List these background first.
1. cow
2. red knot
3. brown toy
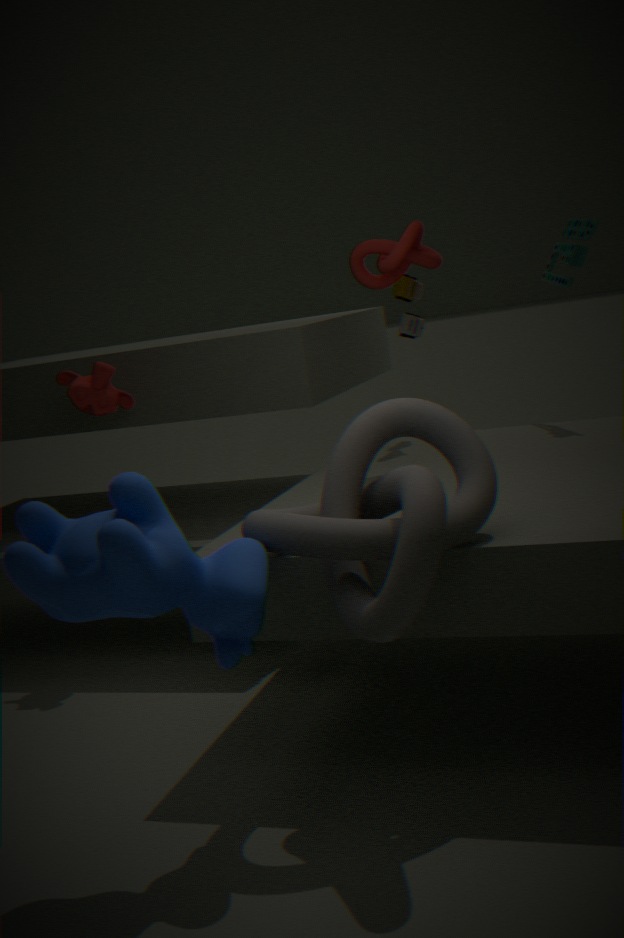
1. brown toy
2. red knot
3. cow
